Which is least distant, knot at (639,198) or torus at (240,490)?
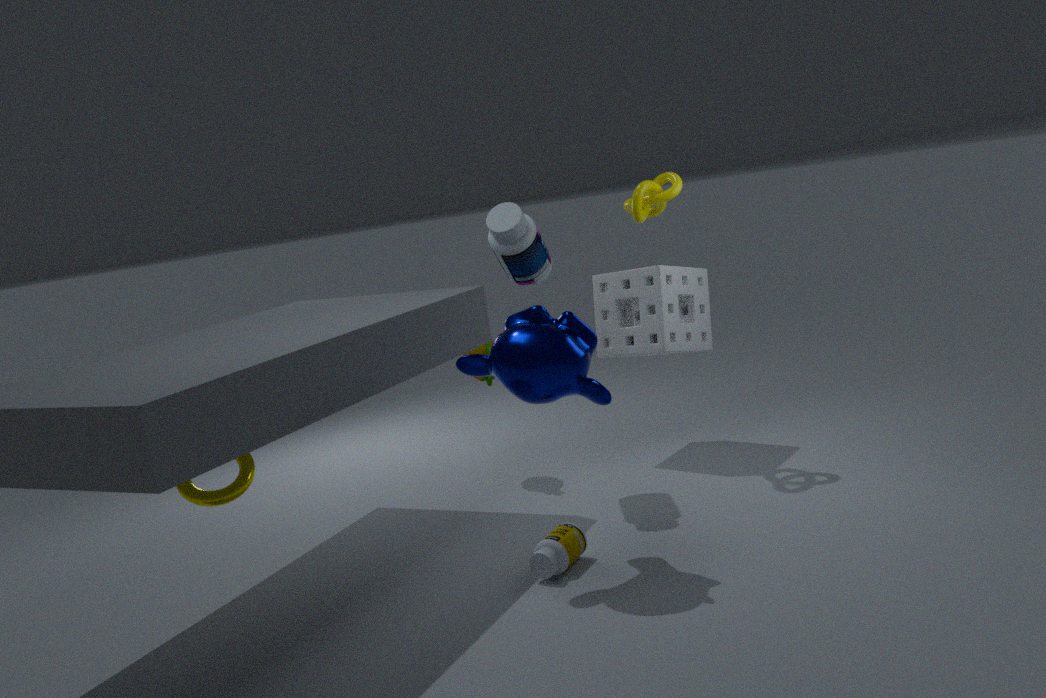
torus at (240,490)
